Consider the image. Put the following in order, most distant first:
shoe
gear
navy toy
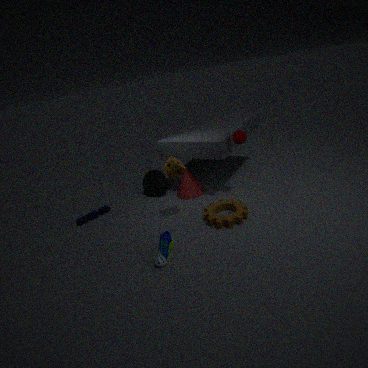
navy toy → gear → shoe
